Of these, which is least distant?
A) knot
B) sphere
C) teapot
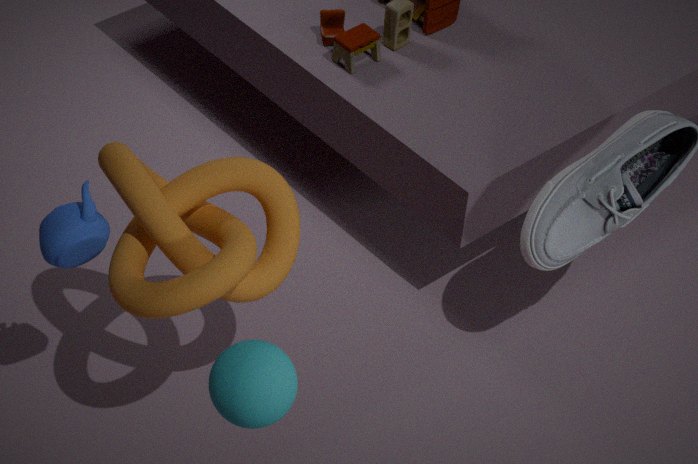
B. sphere
